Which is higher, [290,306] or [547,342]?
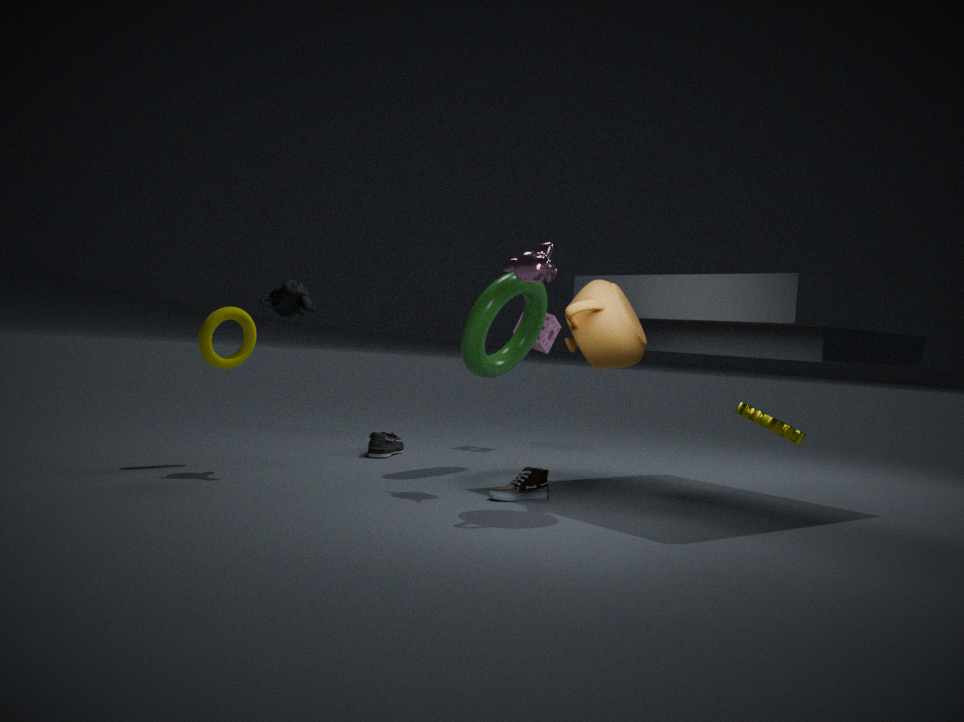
[290,306]
